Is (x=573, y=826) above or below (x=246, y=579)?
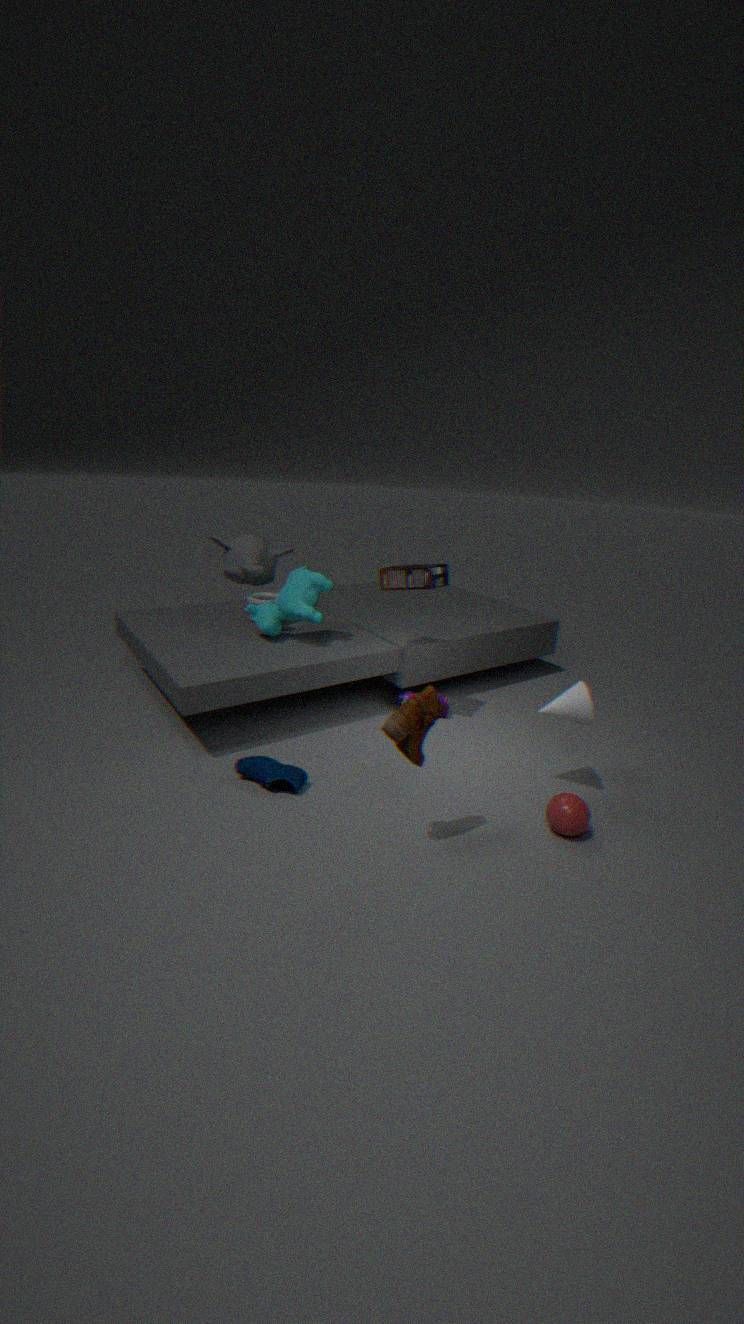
below
